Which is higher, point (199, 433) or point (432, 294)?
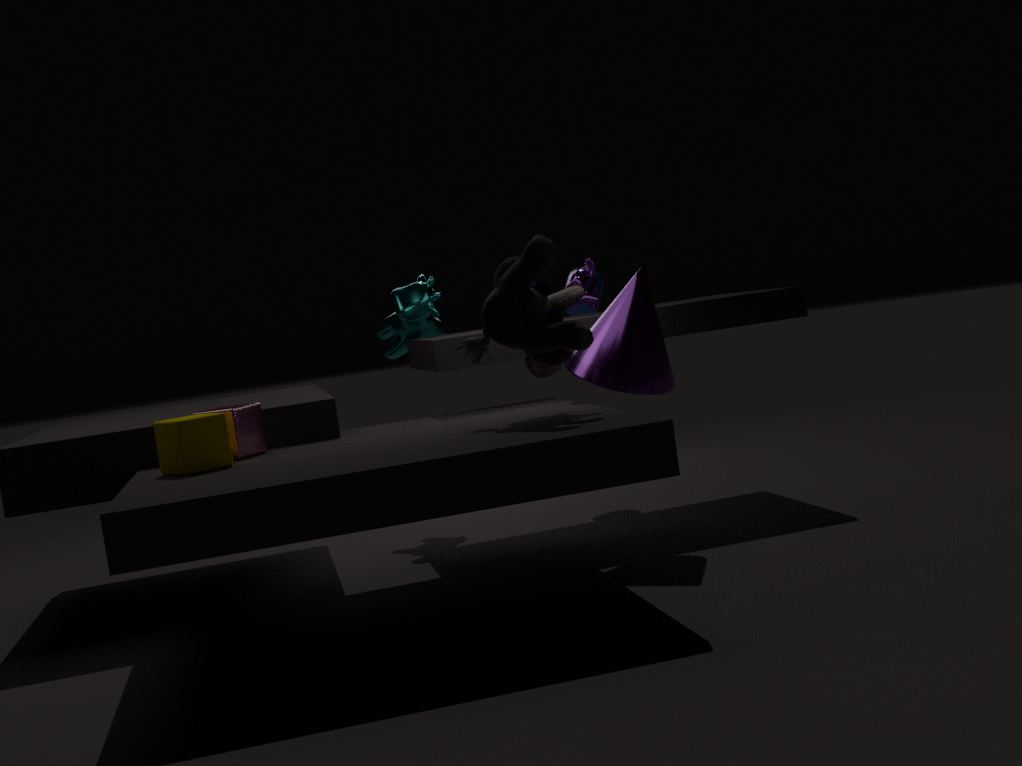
point (432, 294)
